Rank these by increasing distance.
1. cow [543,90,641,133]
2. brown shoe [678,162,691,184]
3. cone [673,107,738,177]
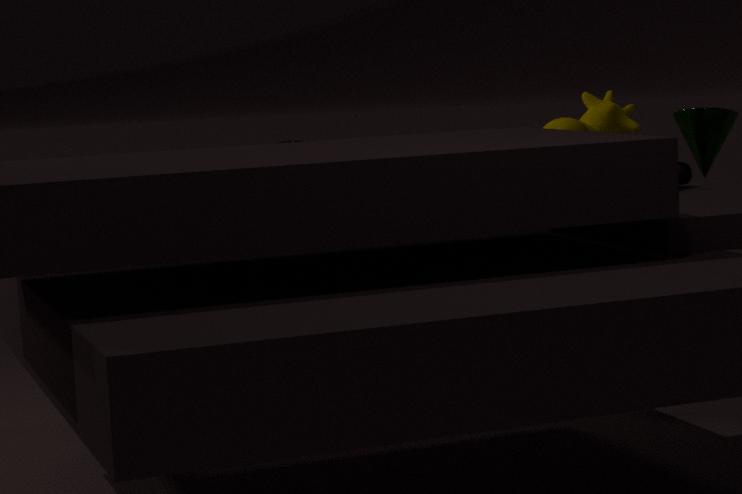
brown shoe [678,162,691,184], cone [673,107,738,177], cow [543,90,641,133]
